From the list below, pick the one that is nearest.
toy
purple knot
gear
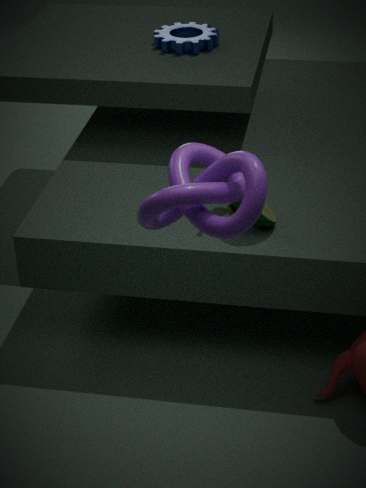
purple knot
